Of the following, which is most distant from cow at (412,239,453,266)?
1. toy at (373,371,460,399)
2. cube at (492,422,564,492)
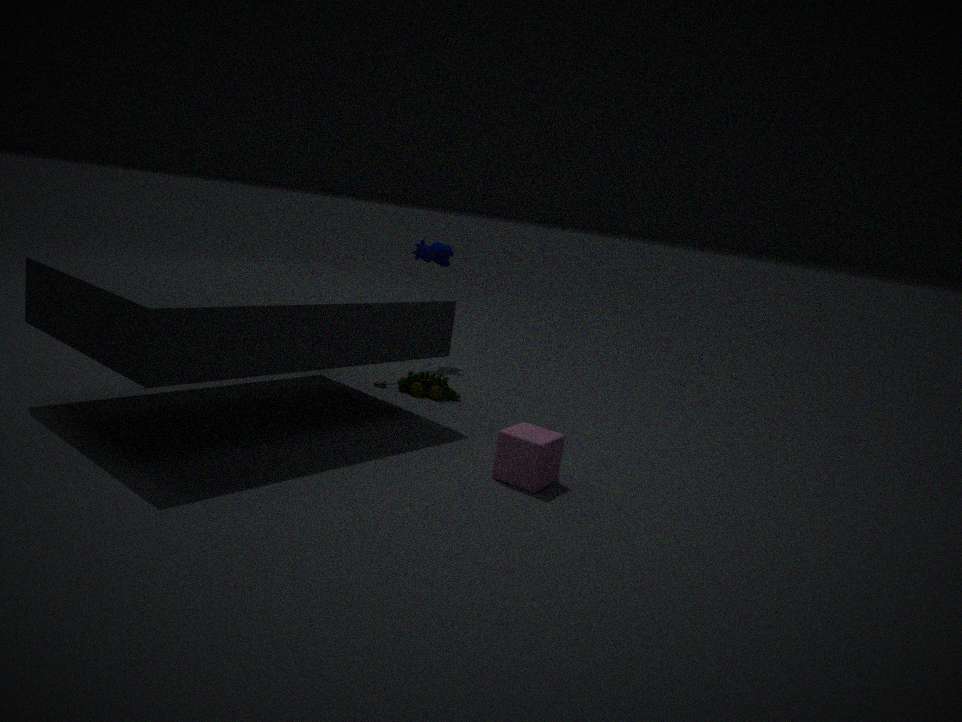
cube at (492,422,564,492)
